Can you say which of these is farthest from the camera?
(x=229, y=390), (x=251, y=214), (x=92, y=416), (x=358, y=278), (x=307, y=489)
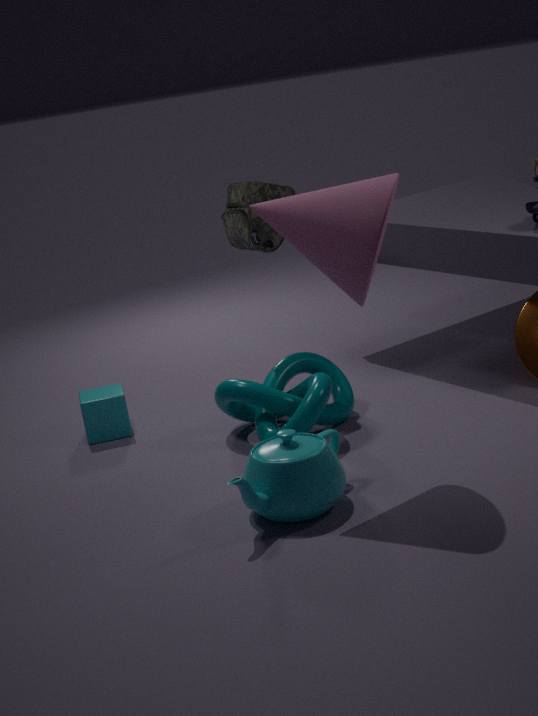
(x=92, y=416)
